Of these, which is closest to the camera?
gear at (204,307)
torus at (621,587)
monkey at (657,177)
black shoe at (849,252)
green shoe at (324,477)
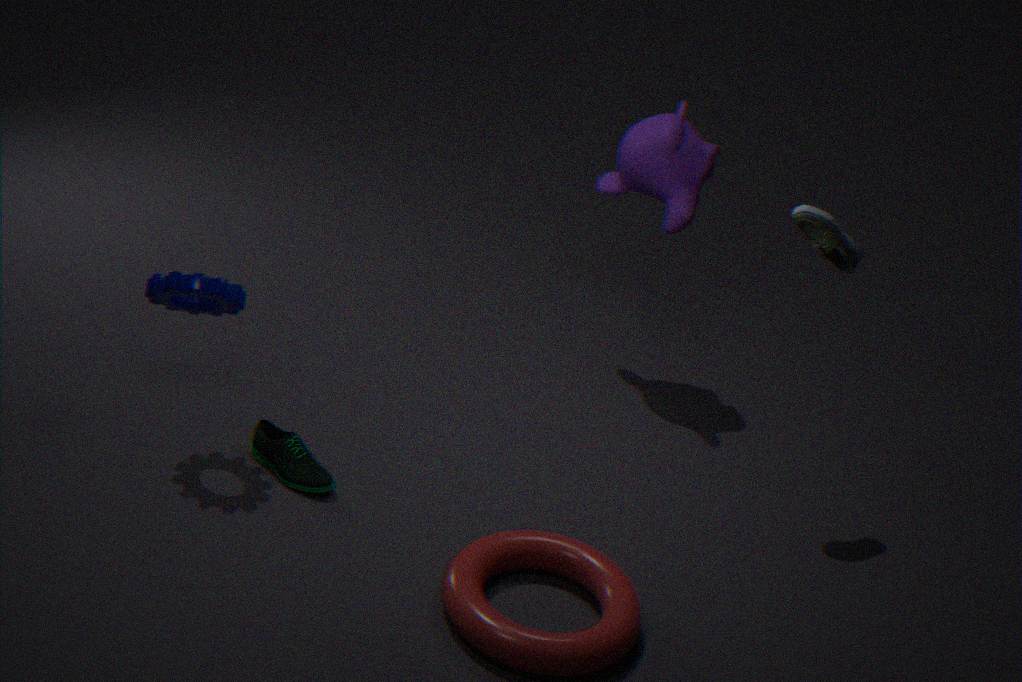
torus at (621,587)
